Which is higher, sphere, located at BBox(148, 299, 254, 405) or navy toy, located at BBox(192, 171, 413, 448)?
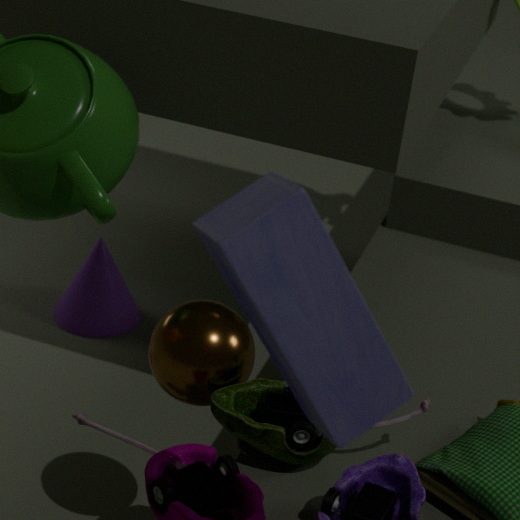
navy toy, located at BBox(192, 171, 413, 448)
